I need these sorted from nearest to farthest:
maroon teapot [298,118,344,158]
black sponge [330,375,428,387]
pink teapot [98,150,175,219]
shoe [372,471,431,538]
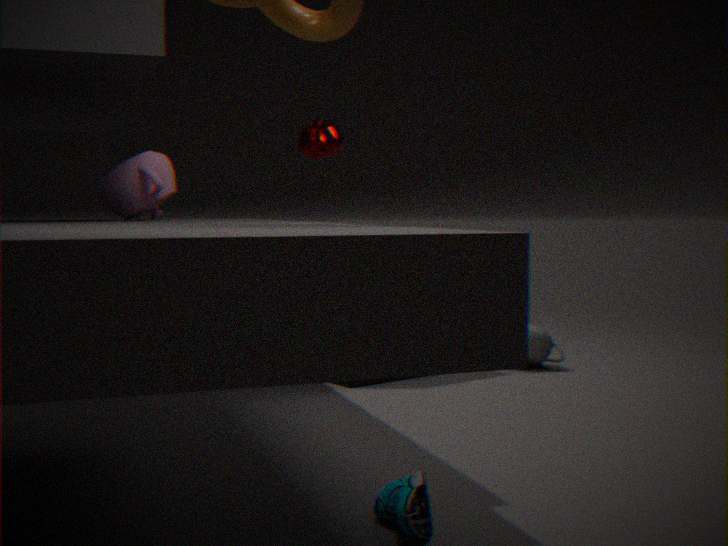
shoe [372,471,431,538] < pink teapot [98,150,175,219] < black sponge [330,375,428,387] < maroon teapot [298,118,344,158]
